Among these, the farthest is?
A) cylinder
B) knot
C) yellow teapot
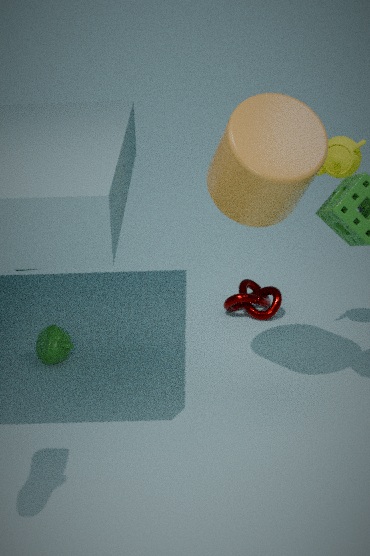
knot
